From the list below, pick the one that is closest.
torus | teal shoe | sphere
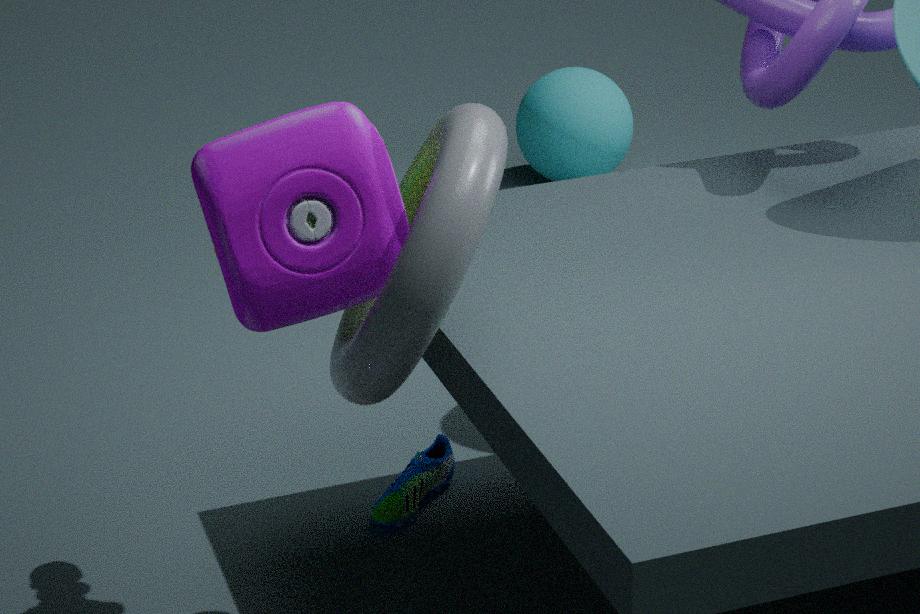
torus
